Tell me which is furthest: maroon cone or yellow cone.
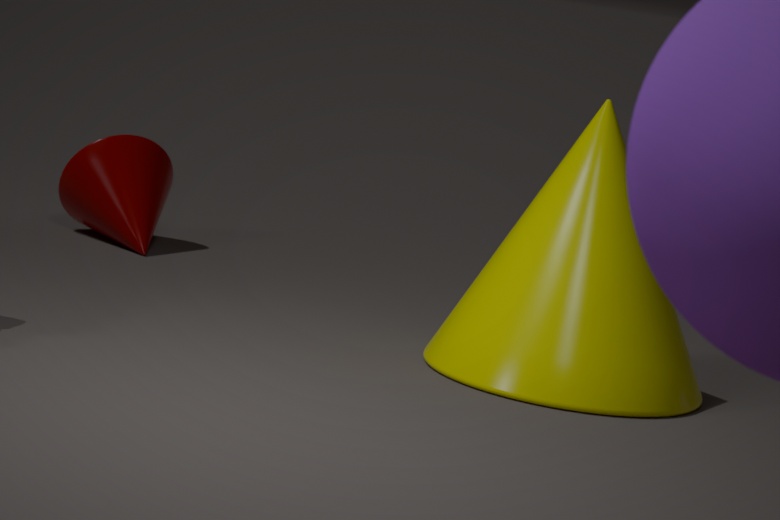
maroon cone
